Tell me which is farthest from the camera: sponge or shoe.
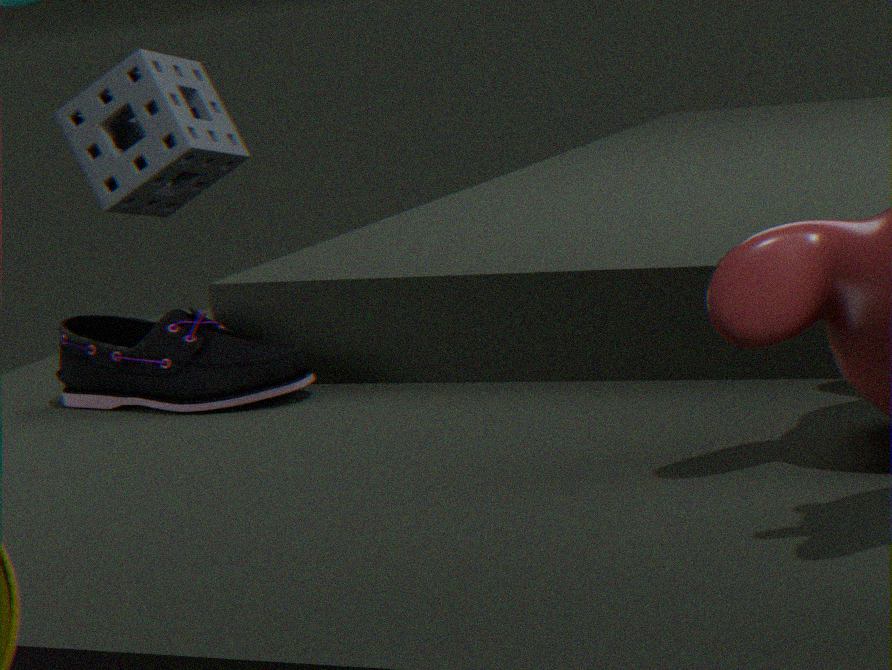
sponge
